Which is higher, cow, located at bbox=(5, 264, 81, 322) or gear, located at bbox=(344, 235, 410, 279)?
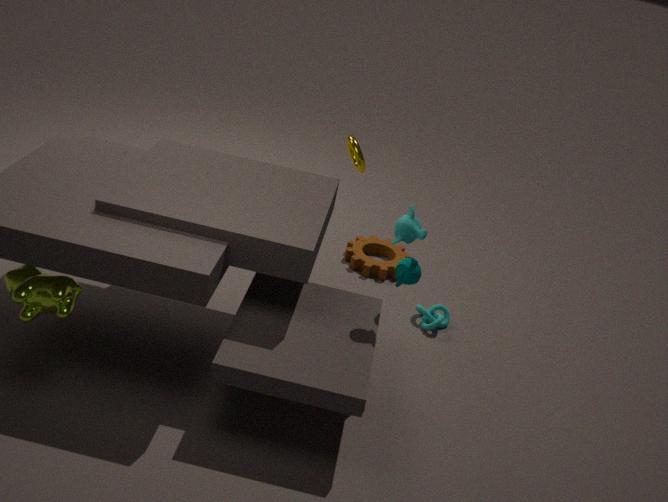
cow, located at bbox=(5, 264, 81, 322)
